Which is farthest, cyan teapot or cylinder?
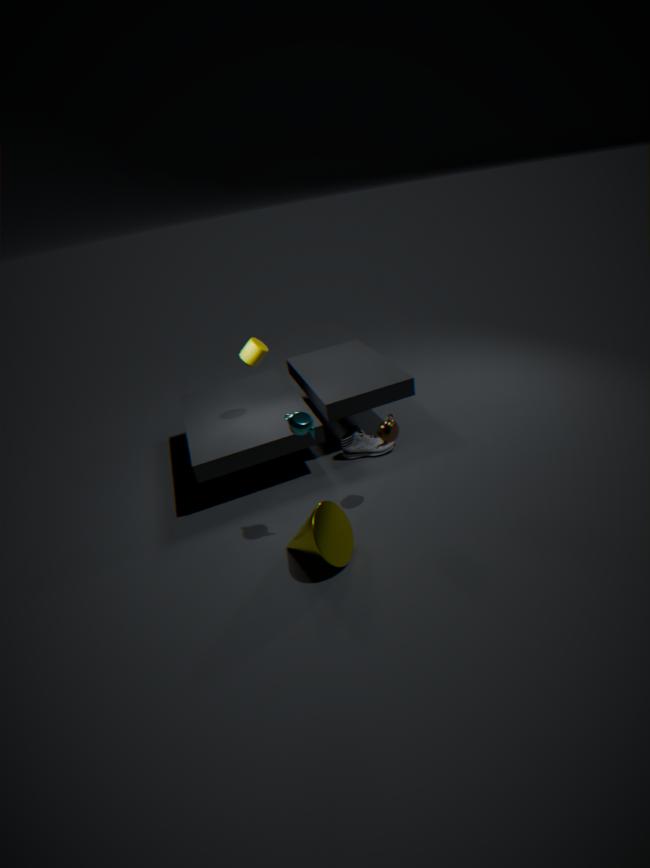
cylinder
